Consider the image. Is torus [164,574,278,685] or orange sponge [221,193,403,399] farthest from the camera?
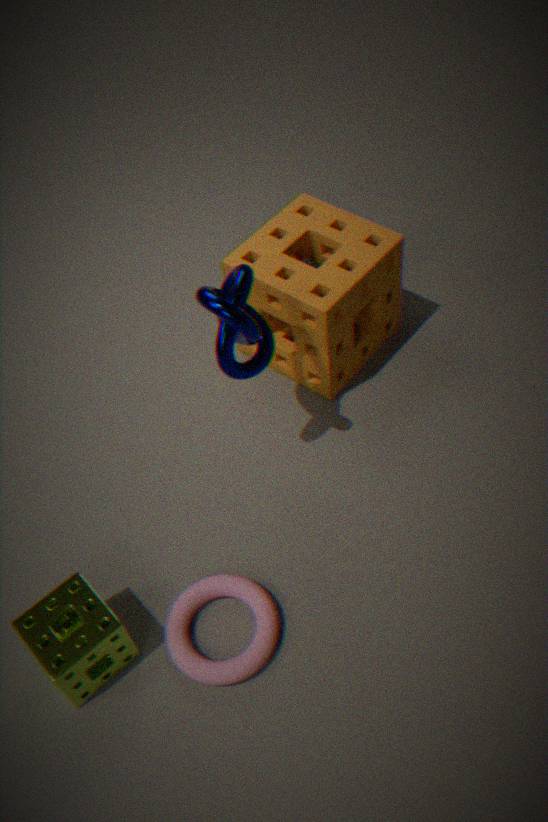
orange sponge [221,193,403,399]
